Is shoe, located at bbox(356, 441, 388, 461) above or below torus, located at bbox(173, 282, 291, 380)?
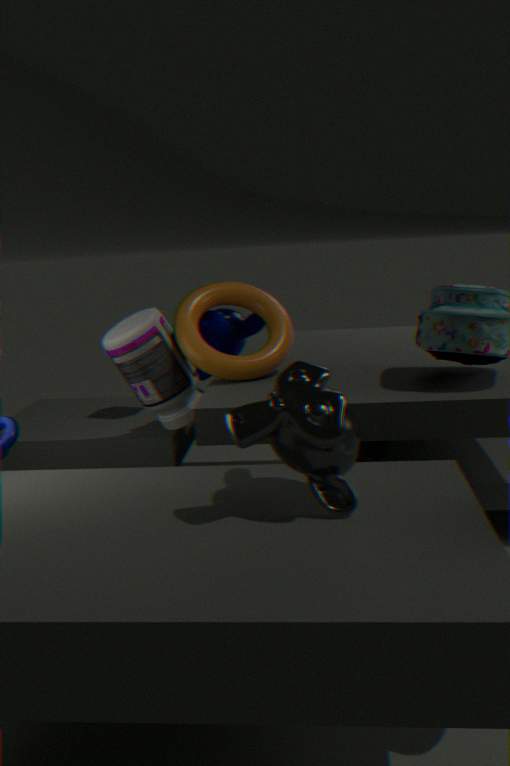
below
